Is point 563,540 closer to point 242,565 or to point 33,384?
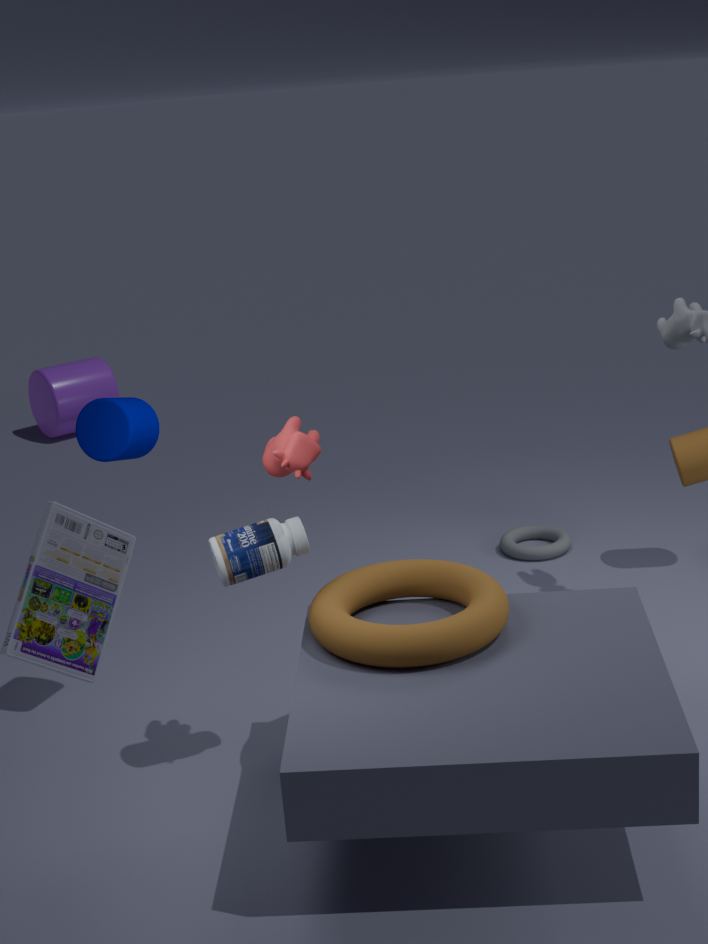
point 242,565
